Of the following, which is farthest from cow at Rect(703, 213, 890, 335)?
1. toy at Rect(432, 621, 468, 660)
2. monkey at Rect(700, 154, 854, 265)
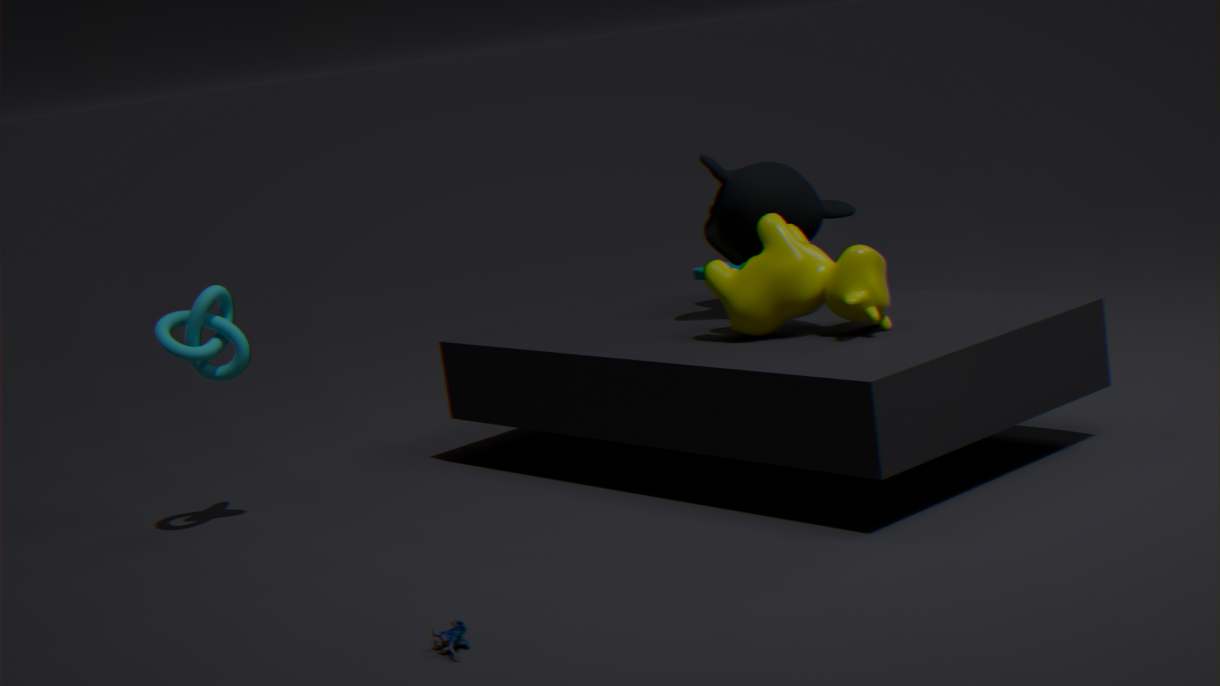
toy at Rect(432, 621, 468, 660)
